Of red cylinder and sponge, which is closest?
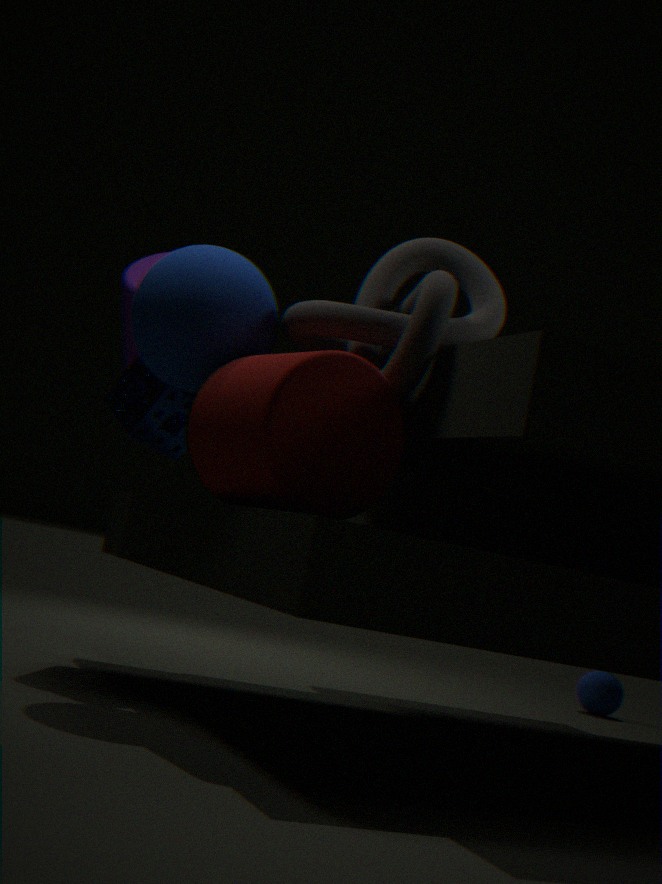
red cylinder
